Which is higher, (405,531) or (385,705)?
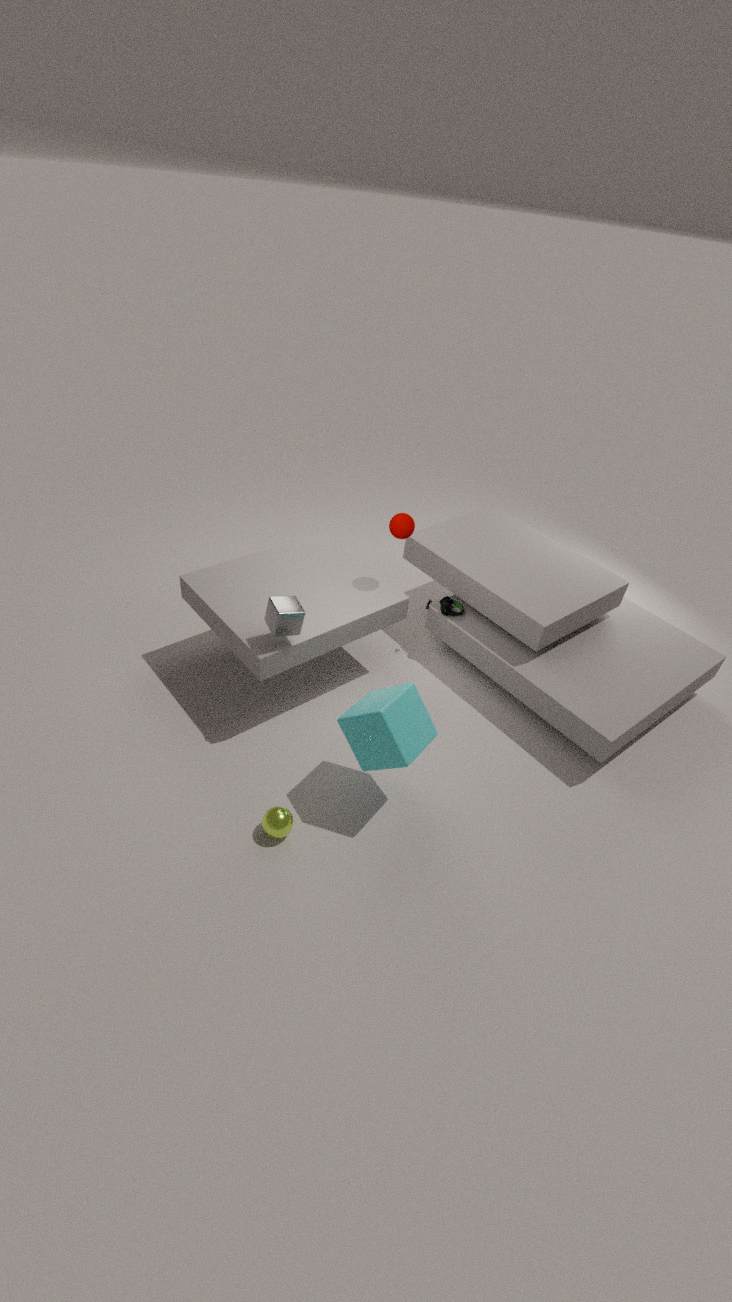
(405,531)
